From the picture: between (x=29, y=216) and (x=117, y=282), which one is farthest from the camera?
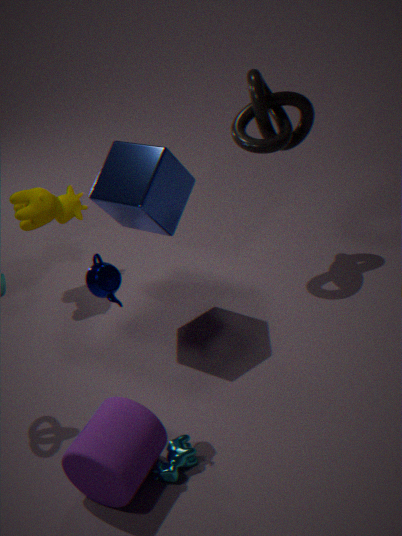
(x=29, y=216)
